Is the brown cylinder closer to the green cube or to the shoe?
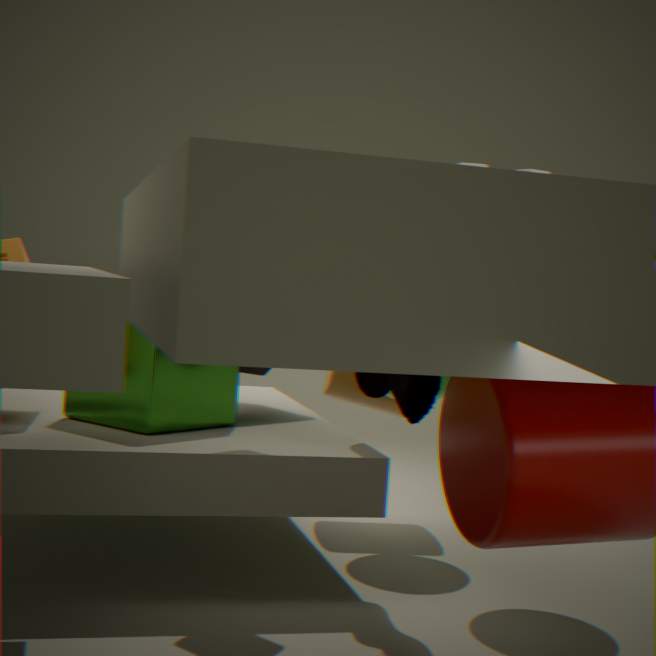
the shoe
